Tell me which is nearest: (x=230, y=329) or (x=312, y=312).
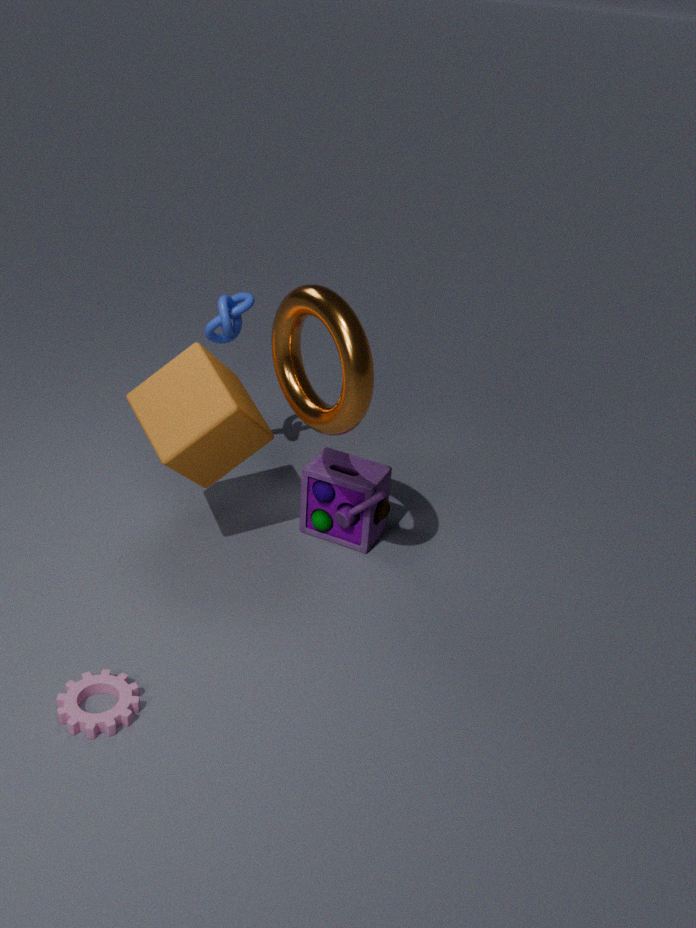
(x=312, y=312)
